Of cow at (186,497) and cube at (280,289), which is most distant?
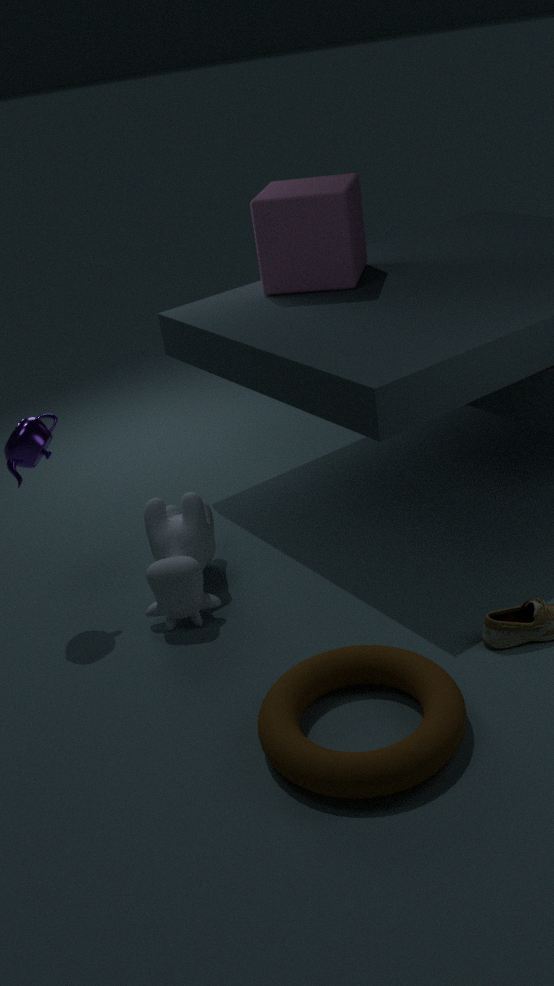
cube at (280,289)
